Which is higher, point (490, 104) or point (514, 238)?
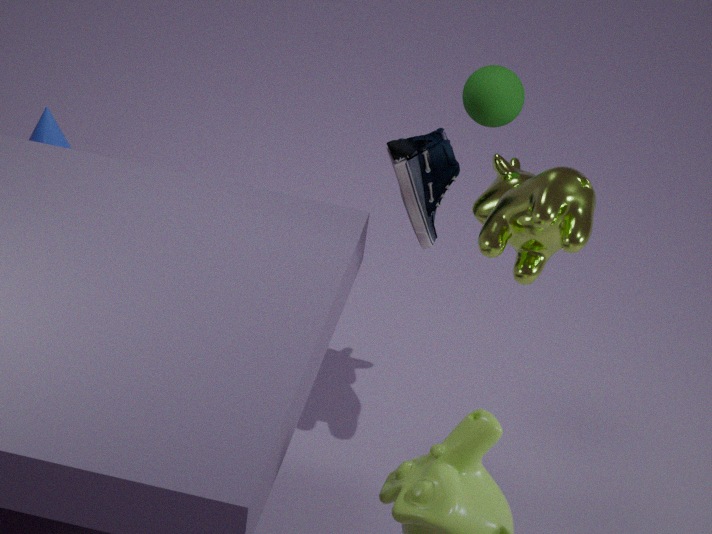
point (490, 104)
